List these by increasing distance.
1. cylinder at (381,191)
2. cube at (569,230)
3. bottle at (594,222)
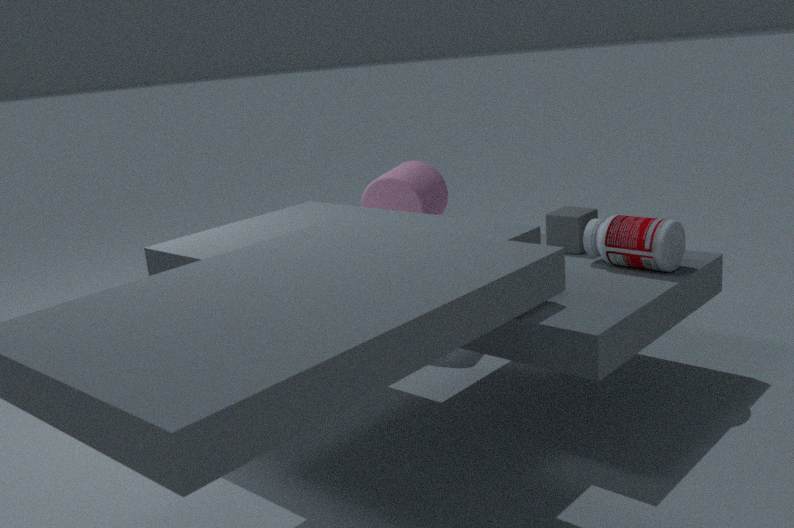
bottle at (594,222) → cube at (569,230) → cylinder at (381,191)
